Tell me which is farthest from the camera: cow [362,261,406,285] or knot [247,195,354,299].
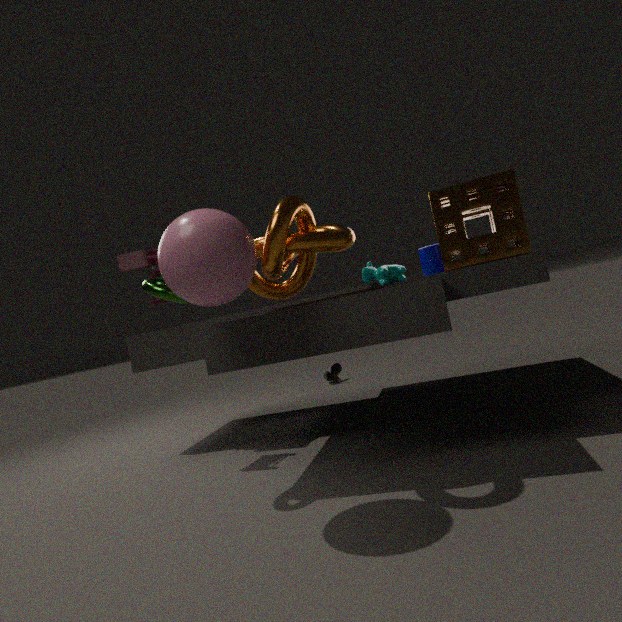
cow [362,261,406,285]
